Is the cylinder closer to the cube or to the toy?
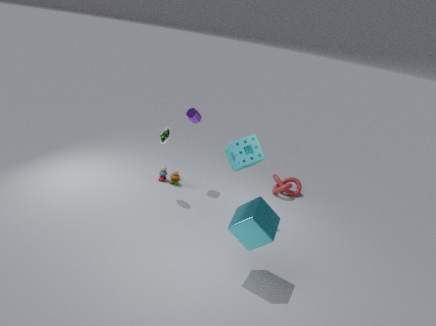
the toy
